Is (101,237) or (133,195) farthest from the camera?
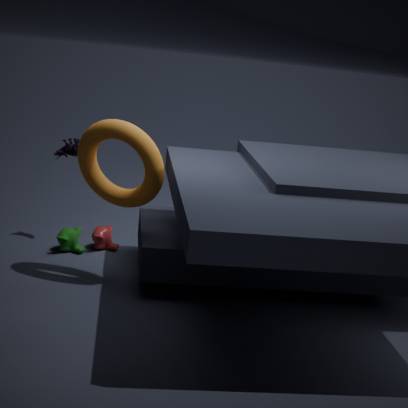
(101,237)
